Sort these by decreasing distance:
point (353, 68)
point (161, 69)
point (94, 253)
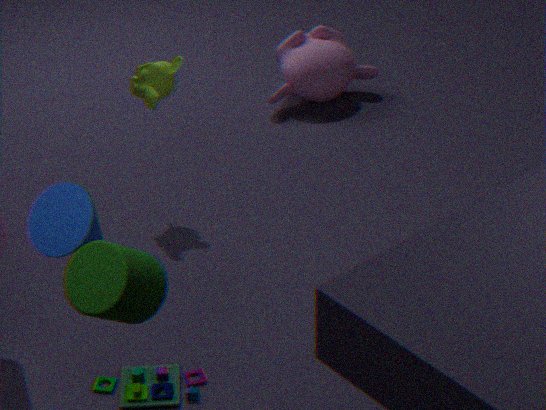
point (353, 68), point (161, 69), point (94, 253)
